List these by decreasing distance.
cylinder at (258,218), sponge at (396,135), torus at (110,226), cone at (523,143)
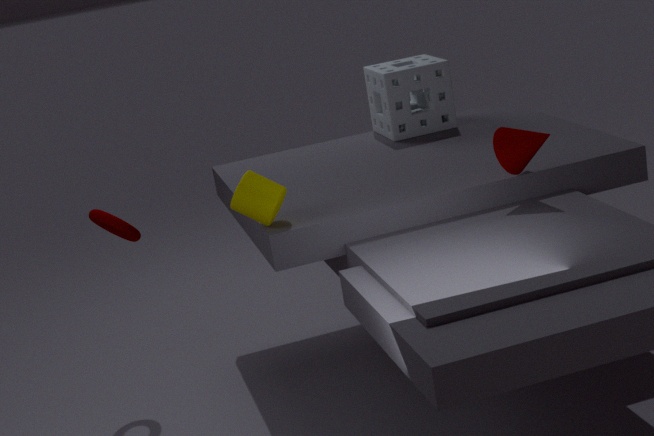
sponge at (396,135) → torus at (110,226) → cone at (523,143) → cylinder at (258,218)
